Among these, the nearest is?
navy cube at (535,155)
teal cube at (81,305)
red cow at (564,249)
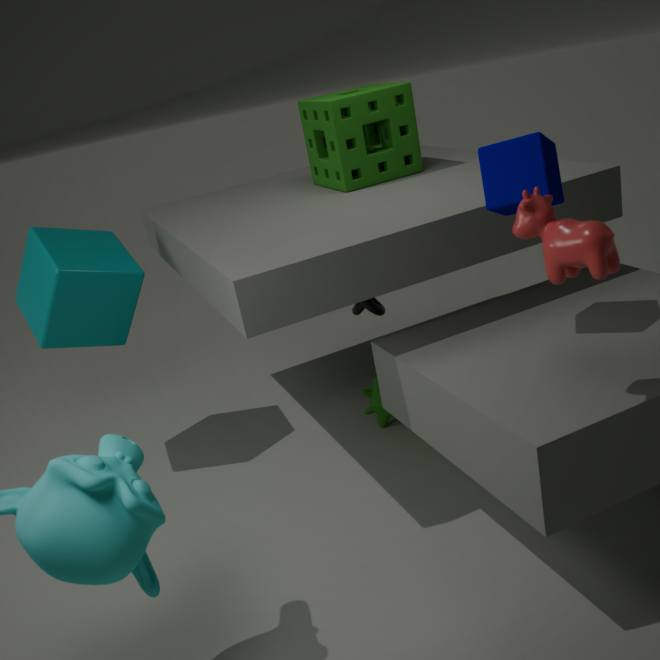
red cow at (564,249)
